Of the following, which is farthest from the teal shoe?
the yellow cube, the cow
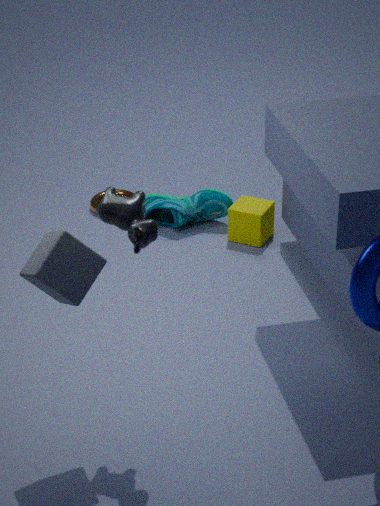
the cow
